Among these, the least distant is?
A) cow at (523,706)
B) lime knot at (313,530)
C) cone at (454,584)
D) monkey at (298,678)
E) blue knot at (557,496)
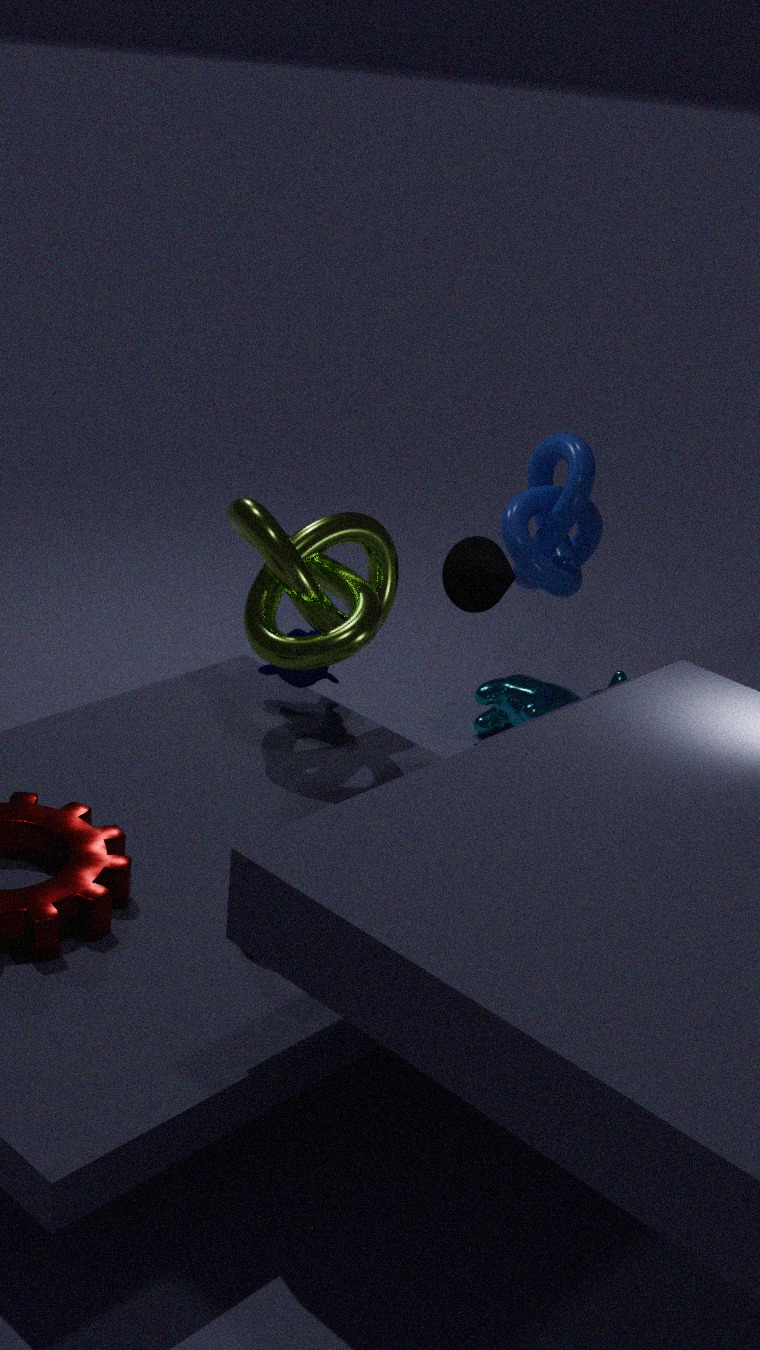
lime knot at (313,530)
